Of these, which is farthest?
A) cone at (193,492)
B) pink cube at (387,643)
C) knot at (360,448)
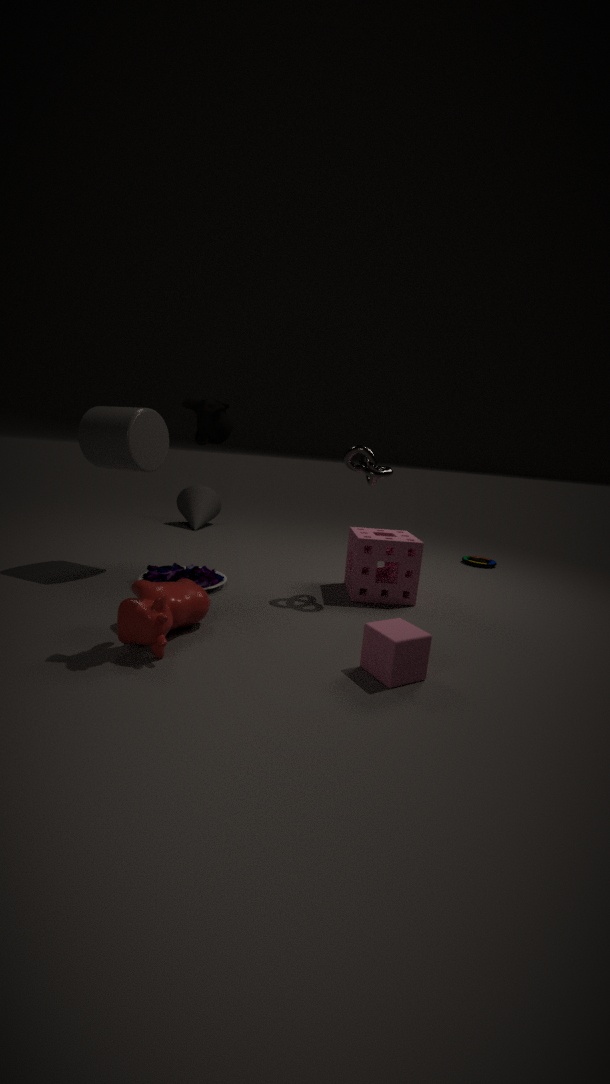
cone at (193,492)
